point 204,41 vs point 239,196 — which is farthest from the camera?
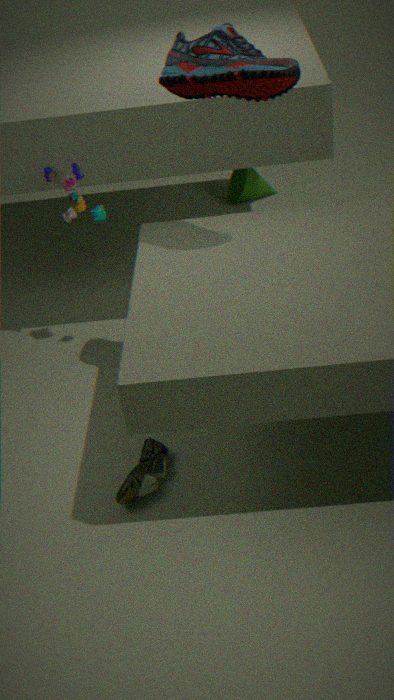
point 239,196
